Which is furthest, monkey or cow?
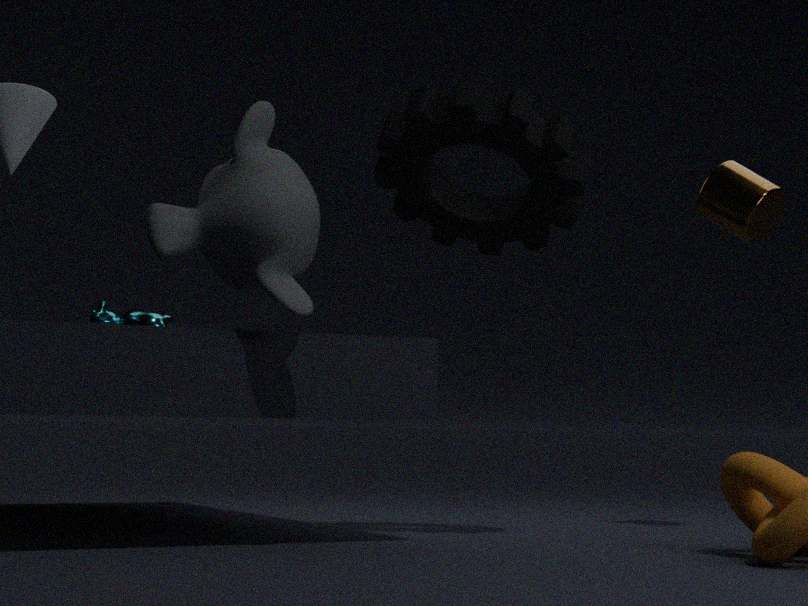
cow
